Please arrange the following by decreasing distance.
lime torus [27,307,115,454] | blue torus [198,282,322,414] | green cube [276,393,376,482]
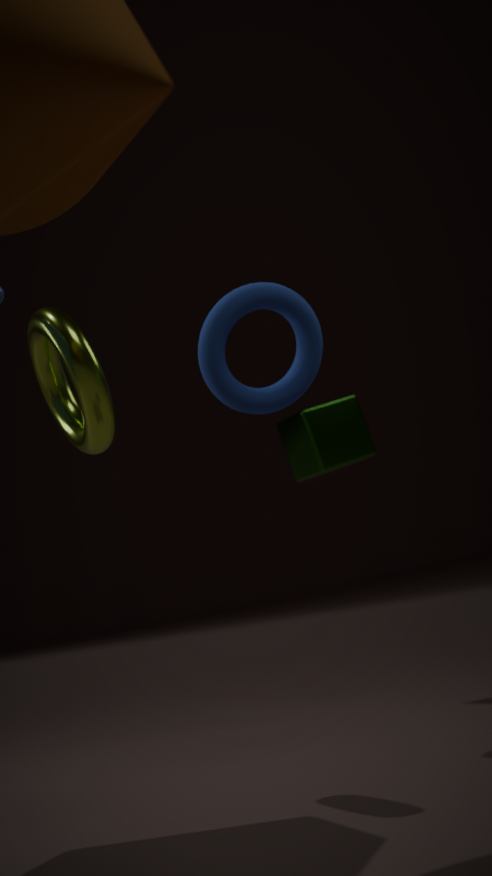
1. green cube [276,393,376,482]
2. blue torus [198,282,322,414]
3. lime torus [27,307,115,454]
